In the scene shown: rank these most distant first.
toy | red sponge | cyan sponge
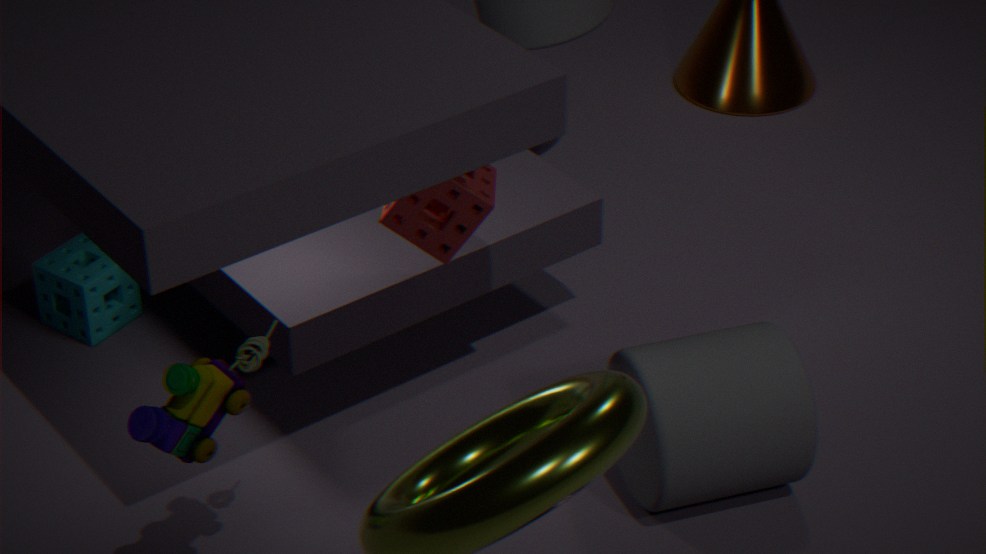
cyan sponge → red sponge → toy
